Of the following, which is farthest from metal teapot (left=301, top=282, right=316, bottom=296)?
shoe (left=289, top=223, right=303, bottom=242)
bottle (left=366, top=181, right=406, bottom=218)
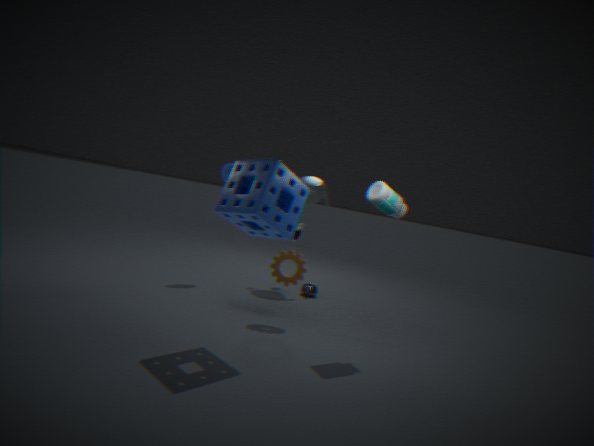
bottle (left=366, top=181, right=406, bottom=218)
